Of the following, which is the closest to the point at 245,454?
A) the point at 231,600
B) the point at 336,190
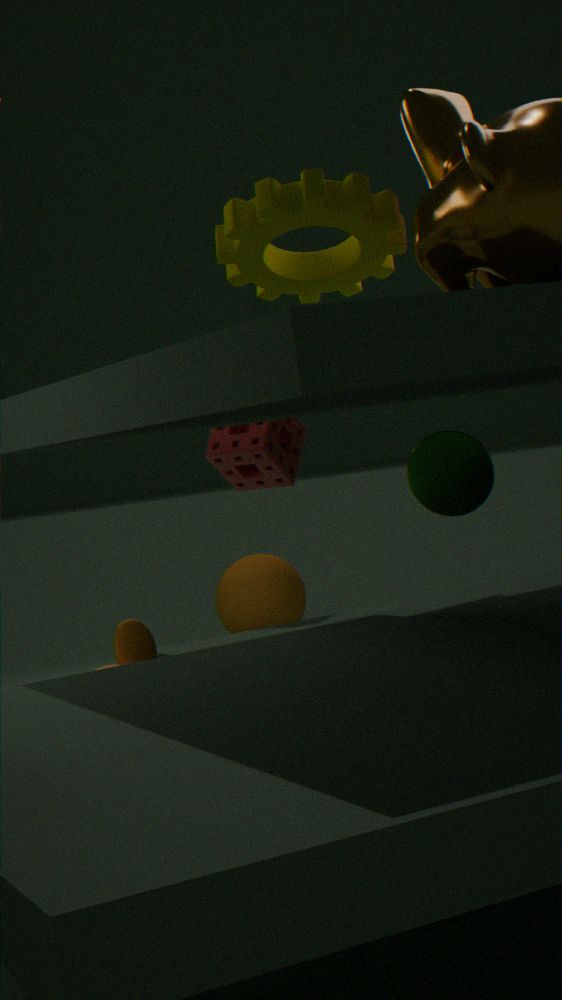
the point at 336,190
